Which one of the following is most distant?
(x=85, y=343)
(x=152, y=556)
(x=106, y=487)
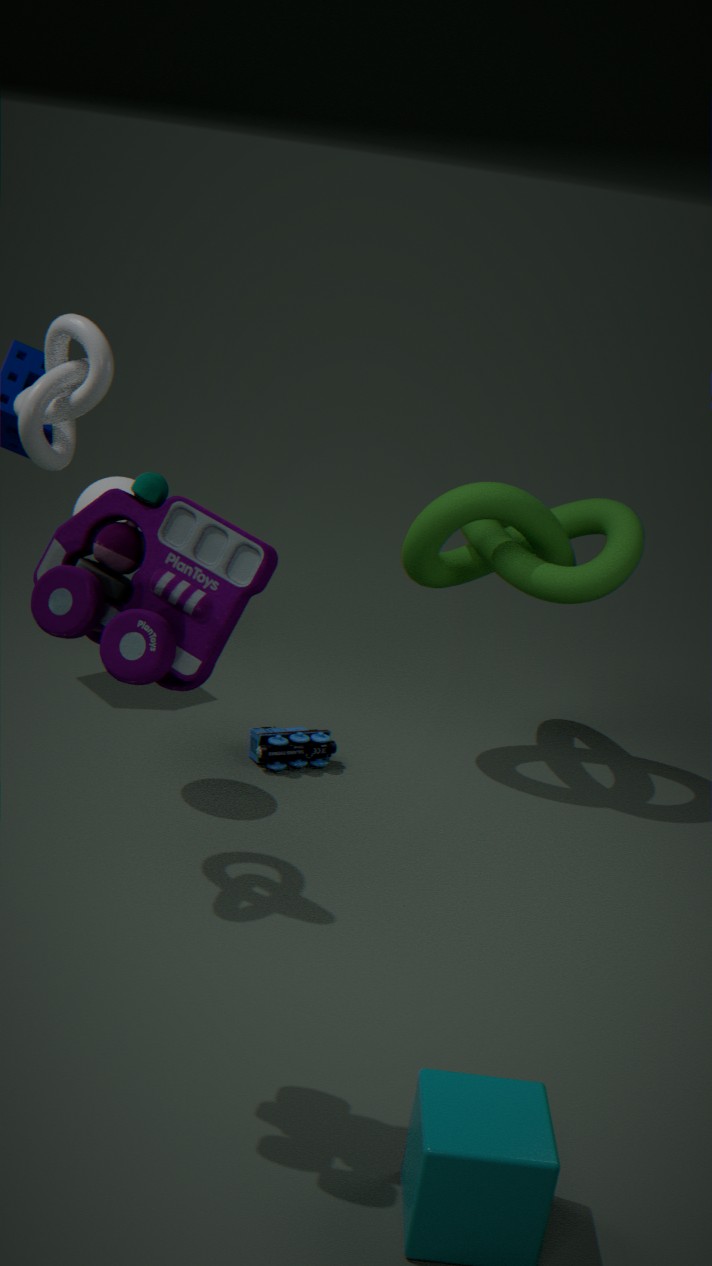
(x=106, y=487)
